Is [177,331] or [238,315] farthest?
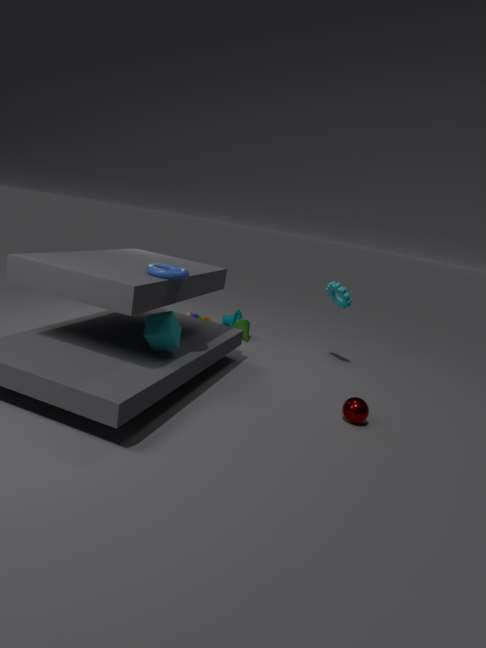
[238,315]
